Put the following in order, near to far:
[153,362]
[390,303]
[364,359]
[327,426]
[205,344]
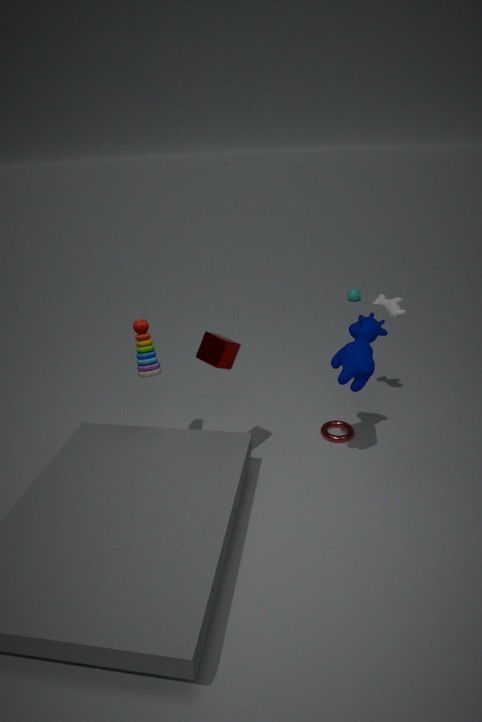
[205,344] → [364,359] → [153,362] → [390,303] → [327,426]
